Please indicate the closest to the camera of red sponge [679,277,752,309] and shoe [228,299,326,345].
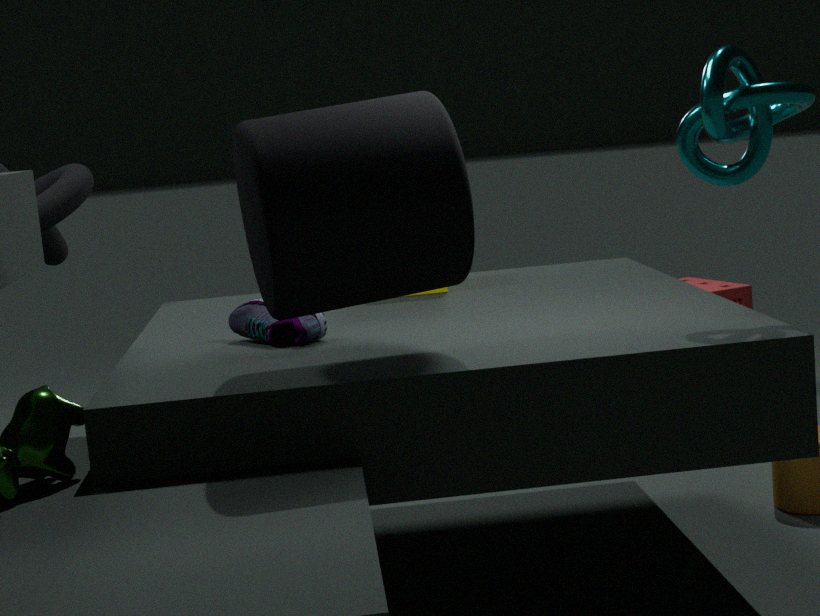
shoe [228,299,326,345]
